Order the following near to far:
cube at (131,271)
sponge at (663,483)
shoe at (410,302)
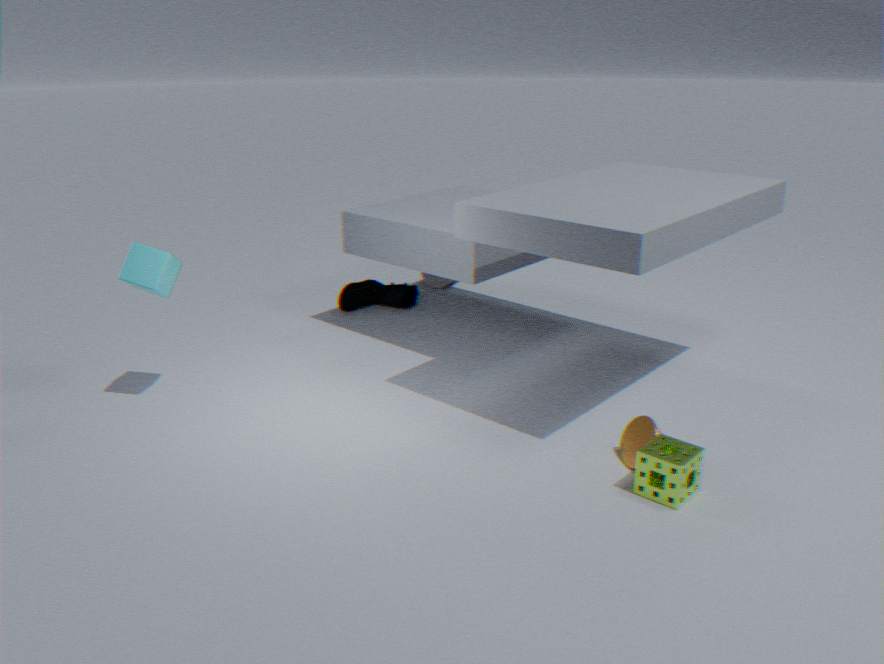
sponge at (663,483)
cube at (131,271)
shoe at (410,302)
